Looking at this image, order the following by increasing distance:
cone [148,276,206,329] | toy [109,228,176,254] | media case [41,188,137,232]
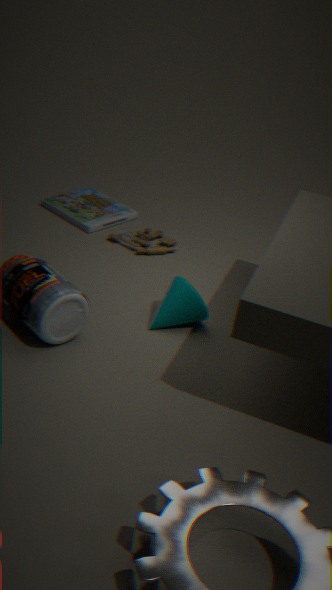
cone [148,276,206,329] < toy [109,228,176,254] < media case [41,188,137,232]
